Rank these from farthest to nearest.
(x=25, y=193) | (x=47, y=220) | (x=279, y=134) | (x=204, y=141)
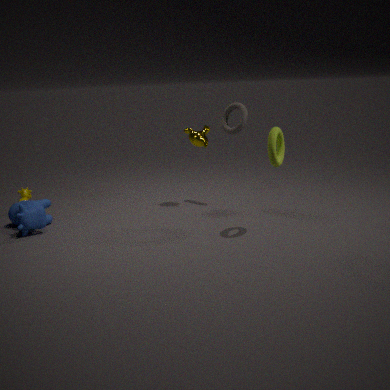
(x=25, y=193)
(x=204, y=141)
(x=47, y=220)
(x=279, y=134)
